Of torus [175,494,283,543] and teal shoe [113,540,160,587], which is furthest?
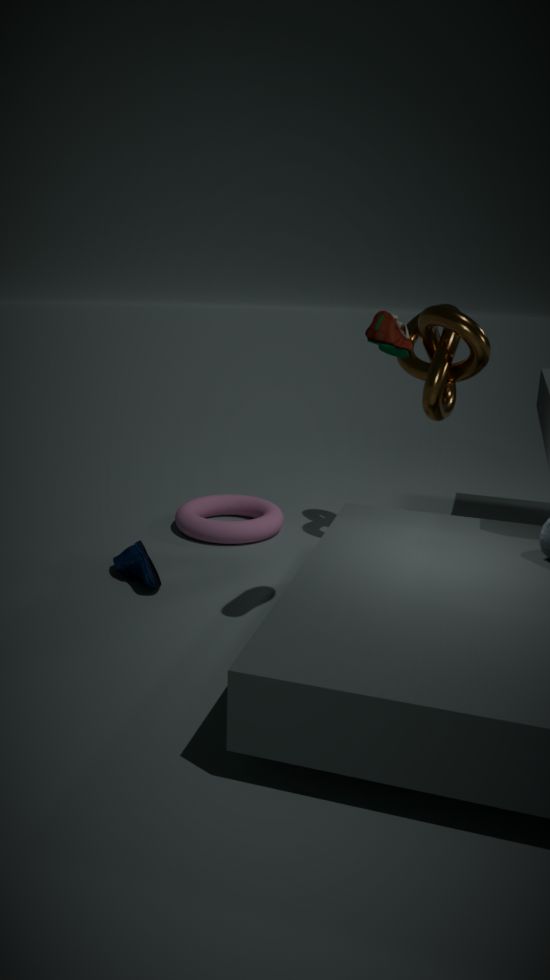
torus [175,494,283,543]
